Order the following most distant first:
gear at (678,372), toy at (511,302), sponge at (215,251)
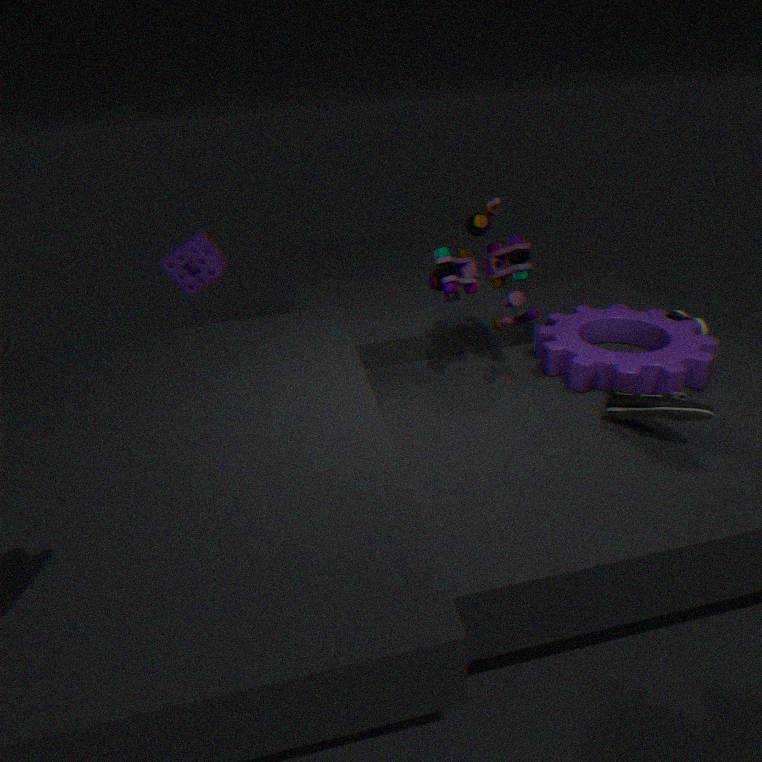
sponge at (215,251)
gear at (678,372)
toy at (511,302)
